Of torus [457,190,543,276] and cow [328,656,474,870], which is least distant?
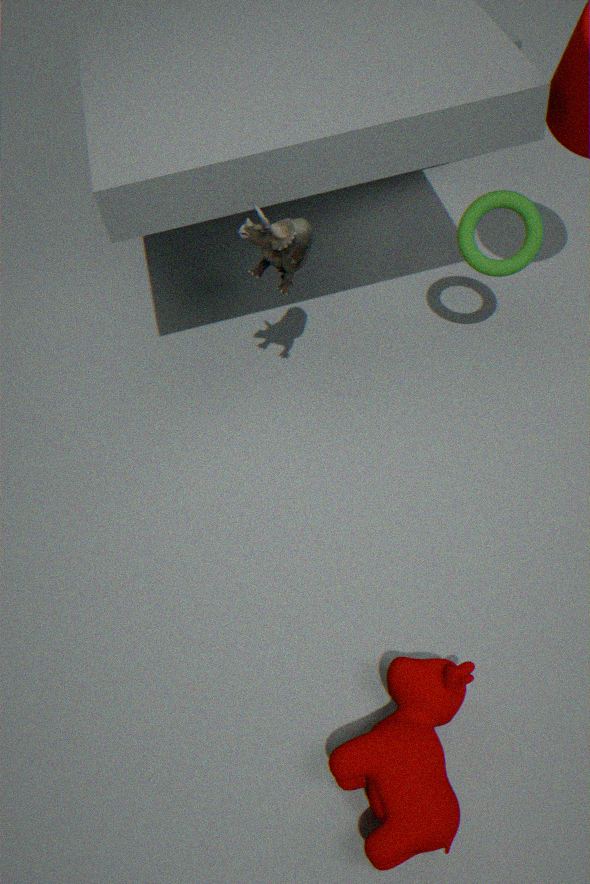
cow [328,656,474,870]
